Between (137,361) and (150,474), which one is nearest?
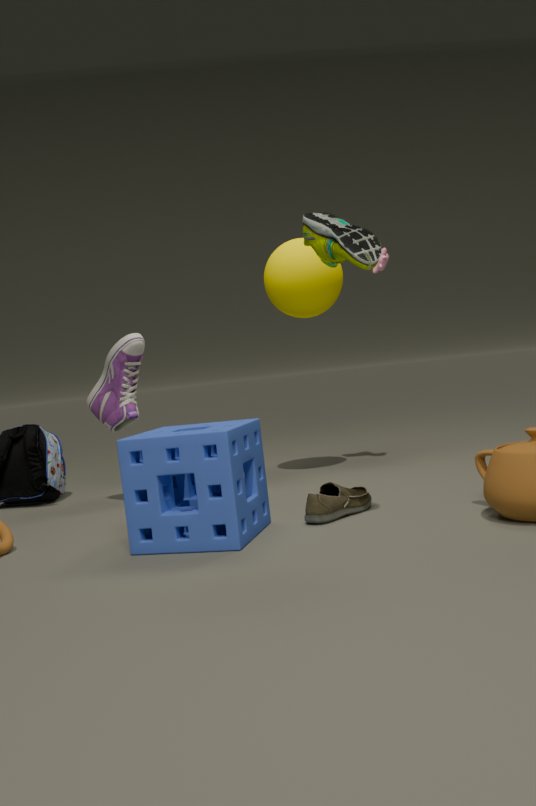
(150,474)
